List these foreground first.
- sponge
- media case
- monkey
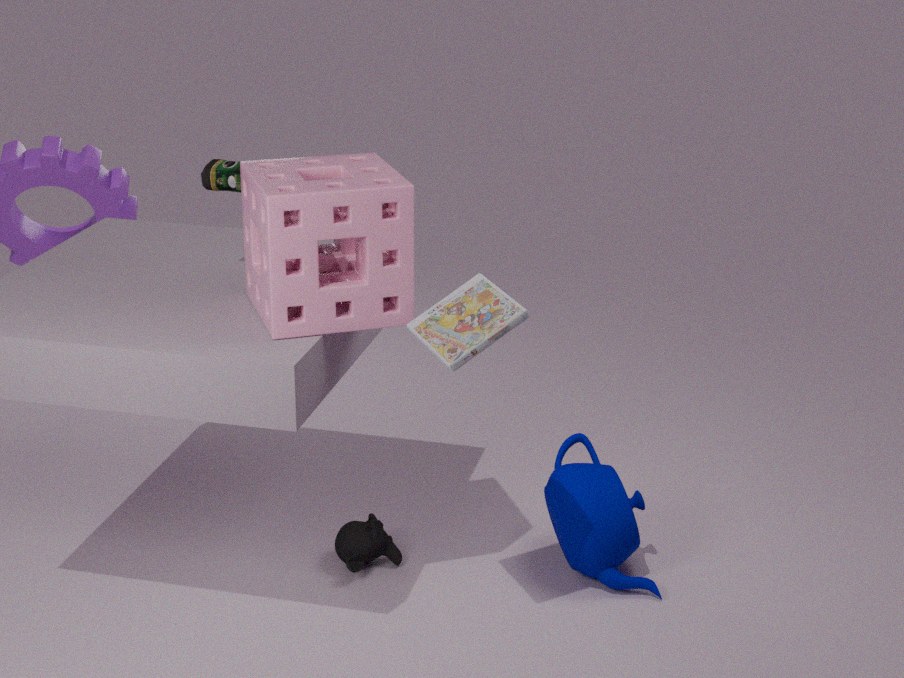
media case < sponge < monkey
